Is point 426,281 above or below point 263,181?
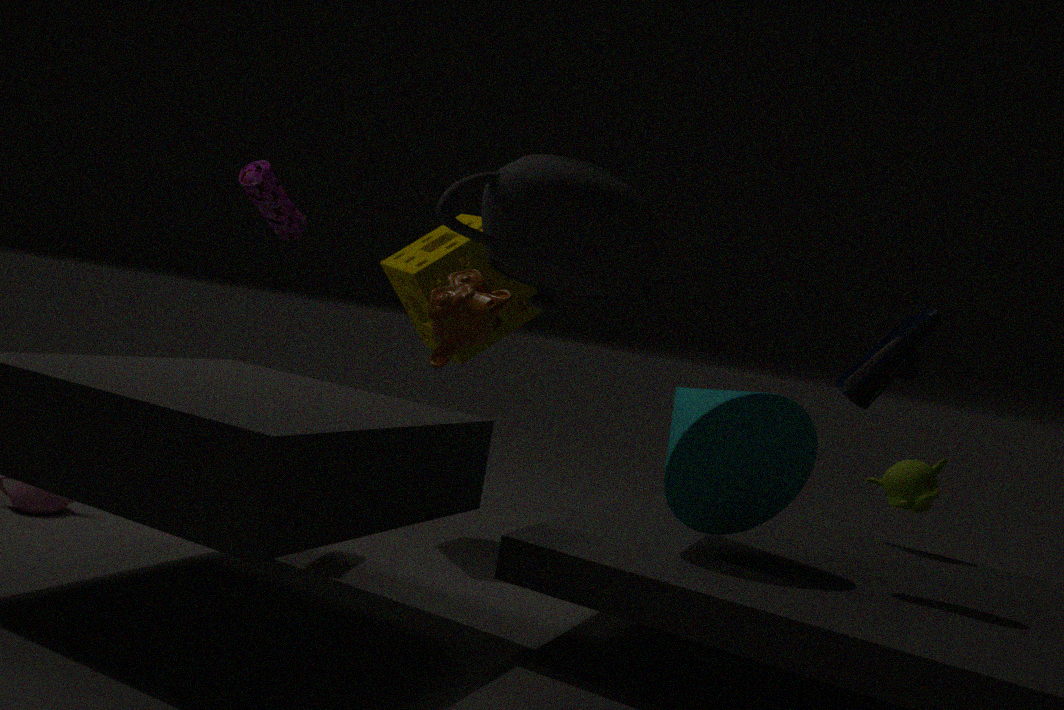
below
